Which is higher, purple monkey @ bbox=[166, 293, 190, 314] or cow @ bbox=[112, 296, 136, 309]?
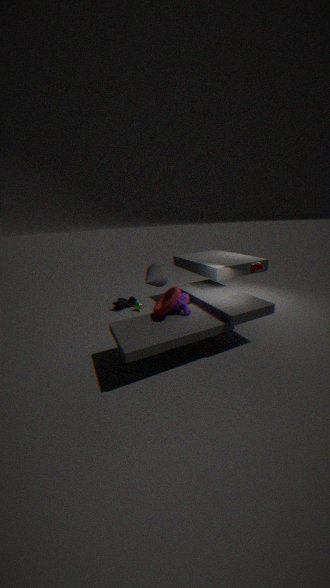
purple monkey @ bbox=[166, 293, 190, 314]
